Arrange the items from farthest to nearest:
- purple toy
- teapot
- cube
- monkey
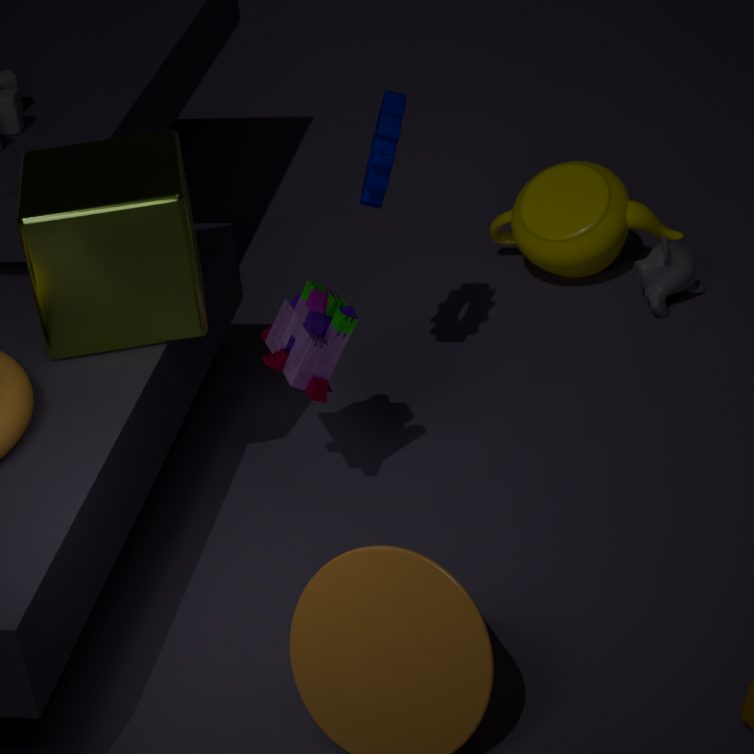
teapot, monkey, purple toy, cube
